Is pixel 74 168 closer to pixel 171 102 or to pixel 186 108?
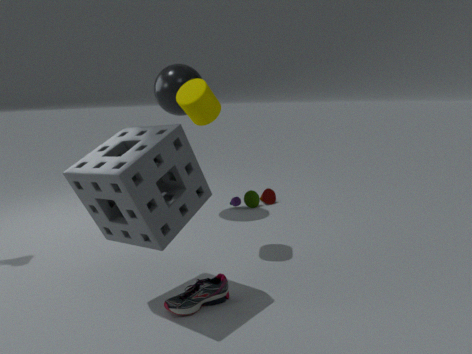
pixel 186 108
